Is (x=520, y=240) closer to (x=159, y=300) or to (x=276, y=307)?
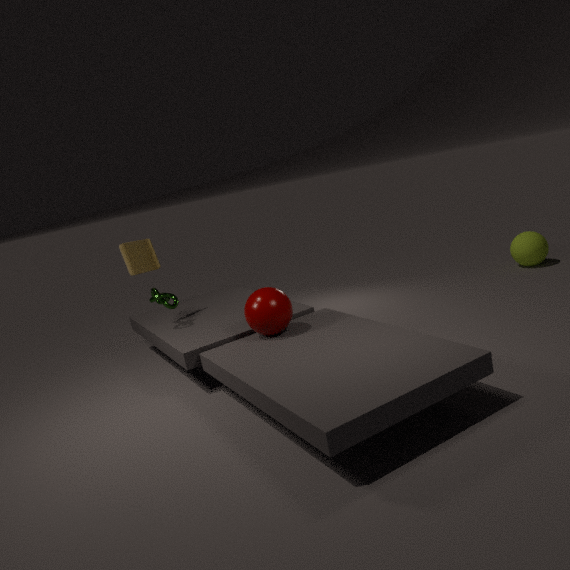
(x=276, y=307)
